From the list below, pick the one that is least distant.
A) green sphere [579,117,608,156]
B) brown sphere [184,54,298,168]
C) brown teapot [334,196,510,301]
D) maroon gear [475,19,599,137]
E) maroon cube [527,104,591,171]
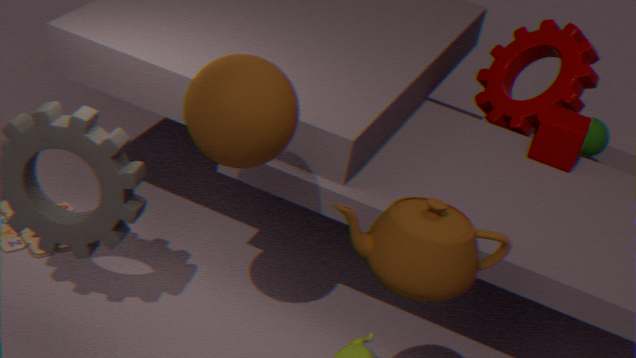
brown teapot [334,196,510,301]
